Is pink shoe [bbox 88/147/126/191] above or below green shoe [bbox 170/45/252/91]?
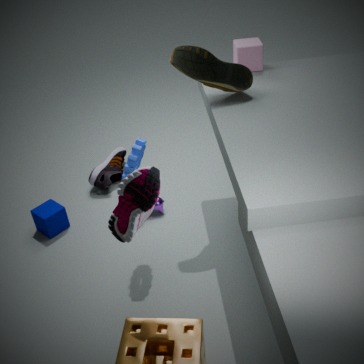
below
